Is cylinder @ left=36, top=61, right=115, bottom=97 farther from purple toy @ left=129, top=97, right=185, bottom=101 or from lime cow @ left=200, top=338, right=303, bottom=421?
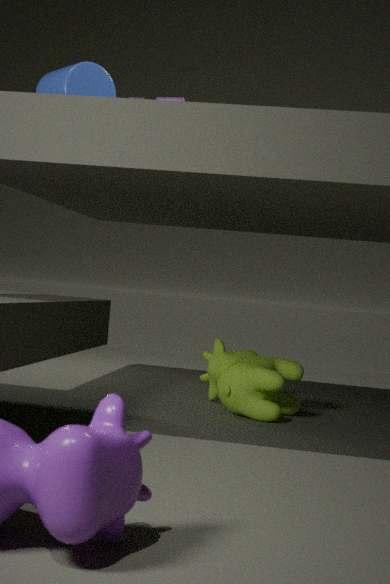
lime cow @ left=200, top=338, right=303, bottom=421
